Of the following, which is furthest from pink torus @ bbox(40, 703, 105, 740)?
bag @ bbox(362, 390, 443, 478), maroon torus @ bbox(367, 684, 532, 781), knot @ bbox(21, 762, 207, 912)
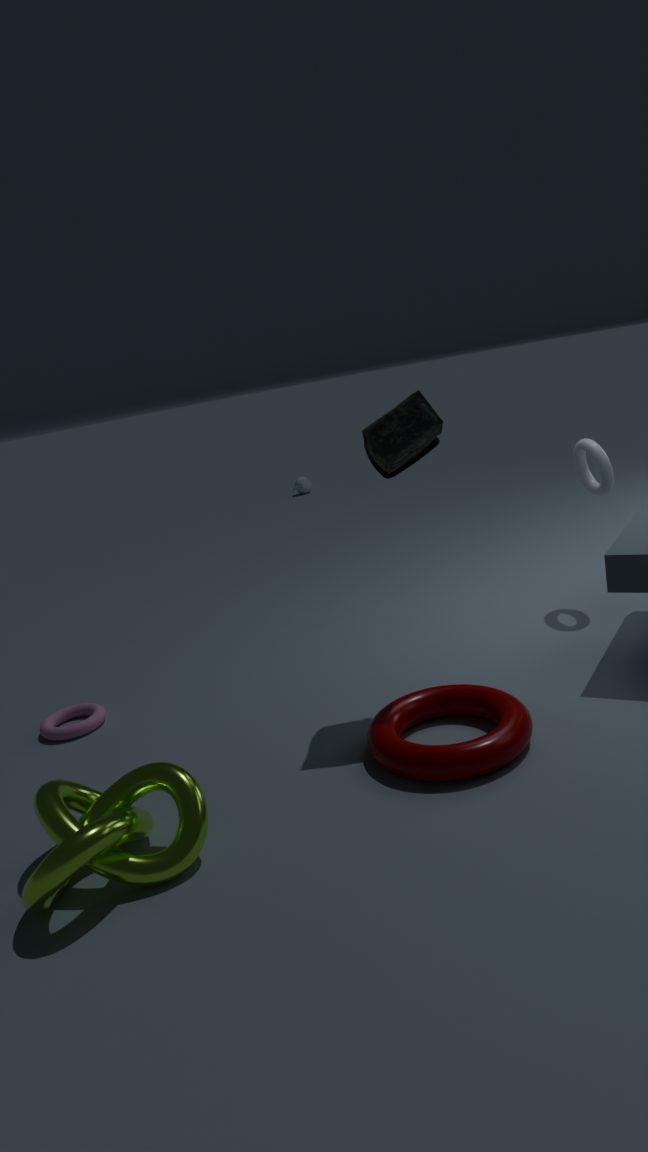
bag @ bbox(362, 390, 443, 478)
